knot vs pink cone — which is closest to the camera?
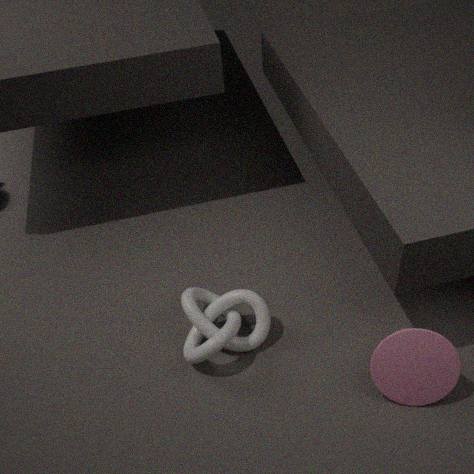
pink cone
